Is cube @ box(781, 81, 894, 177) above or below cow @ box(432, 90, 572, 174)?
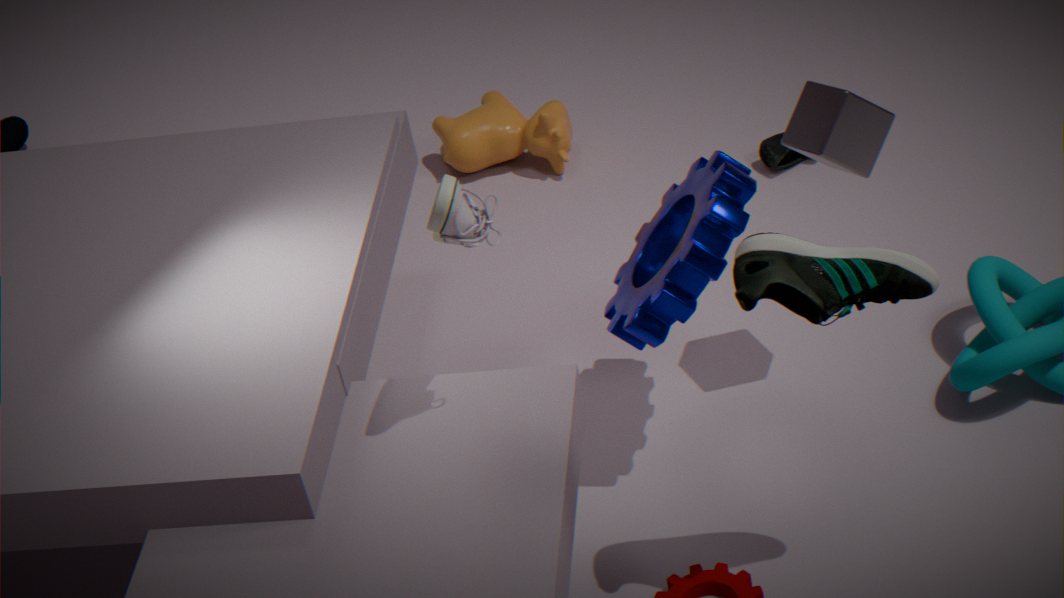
above
